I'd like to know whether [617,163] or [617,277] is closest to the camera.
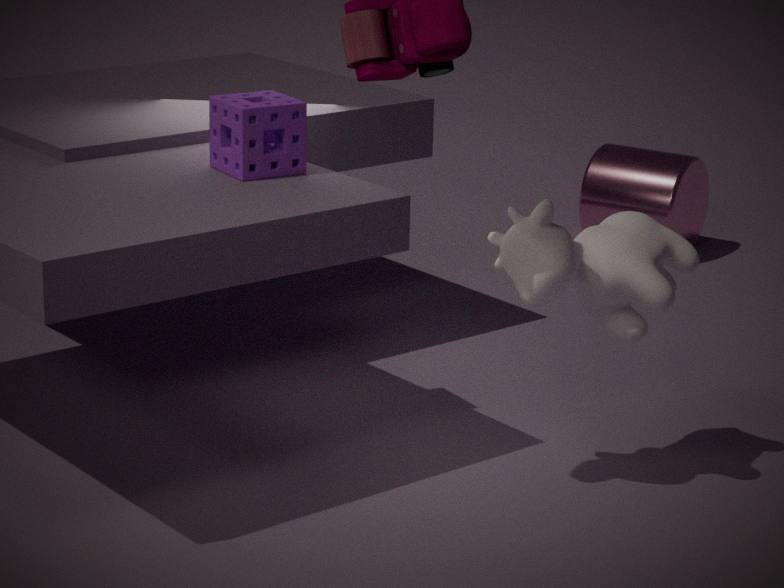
[617,277]
